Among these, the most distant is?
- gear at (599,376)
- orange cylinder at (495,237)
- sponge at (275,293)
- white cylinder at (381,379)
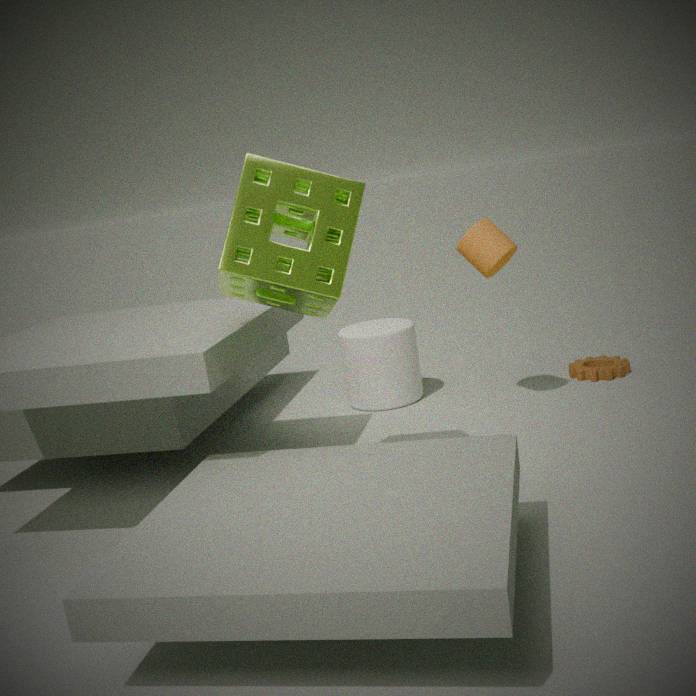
gear at (599,376)
